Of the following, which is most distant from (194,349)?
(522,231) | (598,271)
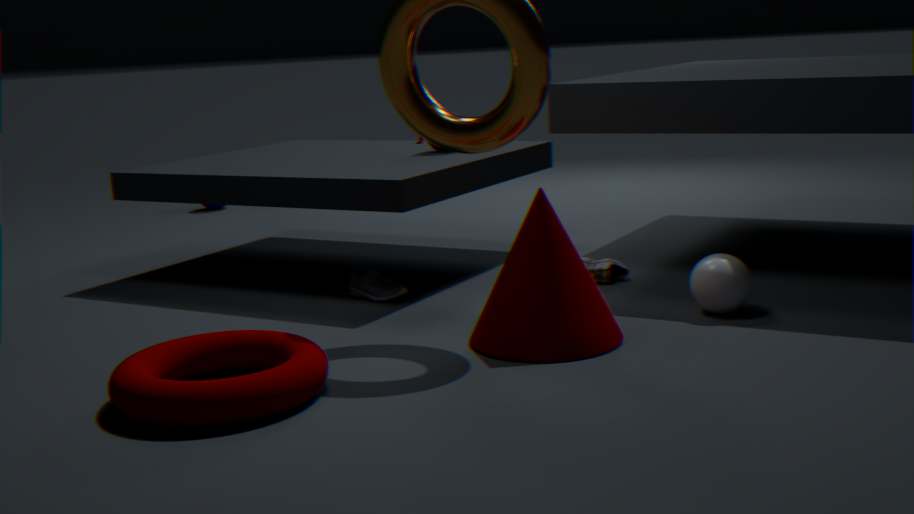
(598,271)
